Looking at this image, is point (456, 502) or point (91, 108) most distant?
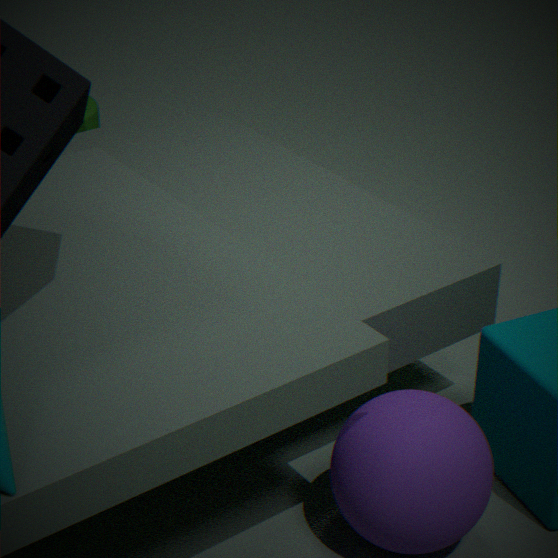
point (91, 108)
